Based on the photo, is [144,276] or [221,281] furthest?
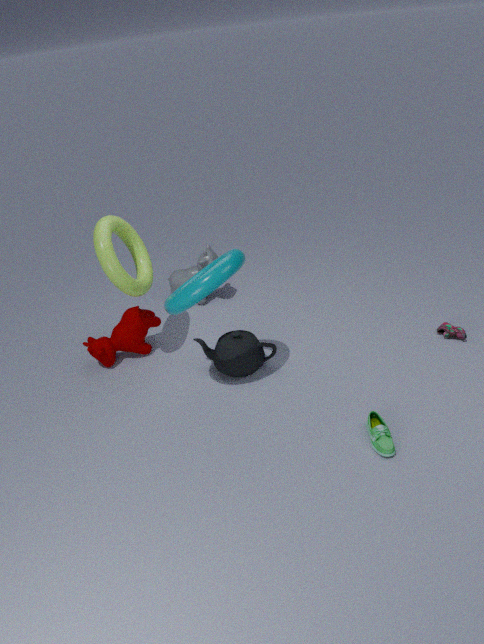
[144,276]
